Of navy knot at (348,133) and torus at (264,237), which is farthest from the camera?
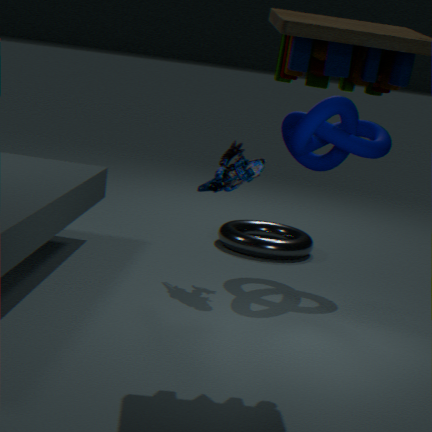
torus at (264,237)
